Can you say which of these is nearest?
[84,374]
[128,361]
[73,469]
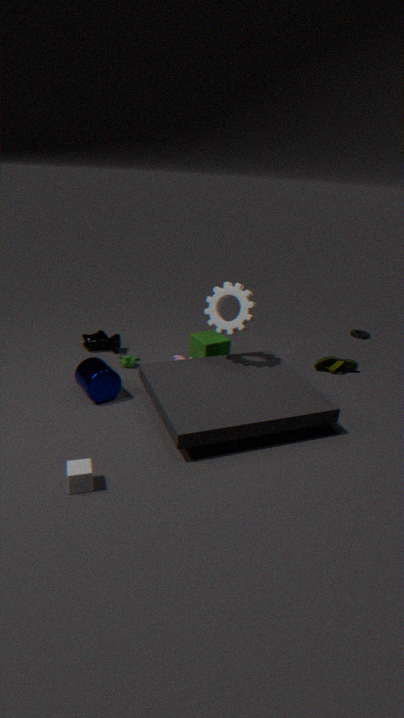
[73,469]
